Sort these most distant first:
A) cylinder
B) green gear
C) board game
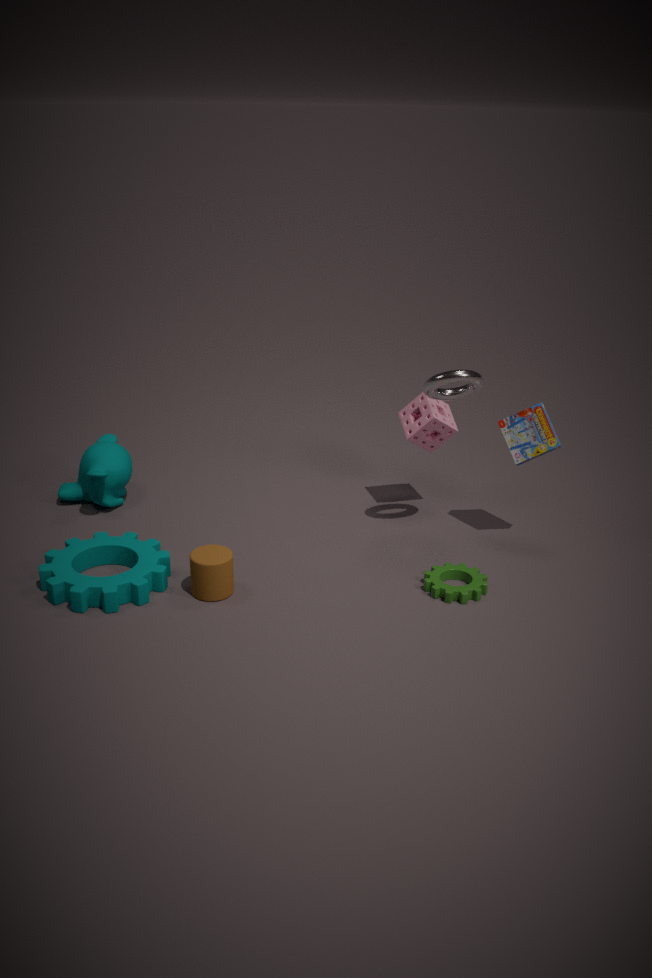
board game
green gear
cylinder
